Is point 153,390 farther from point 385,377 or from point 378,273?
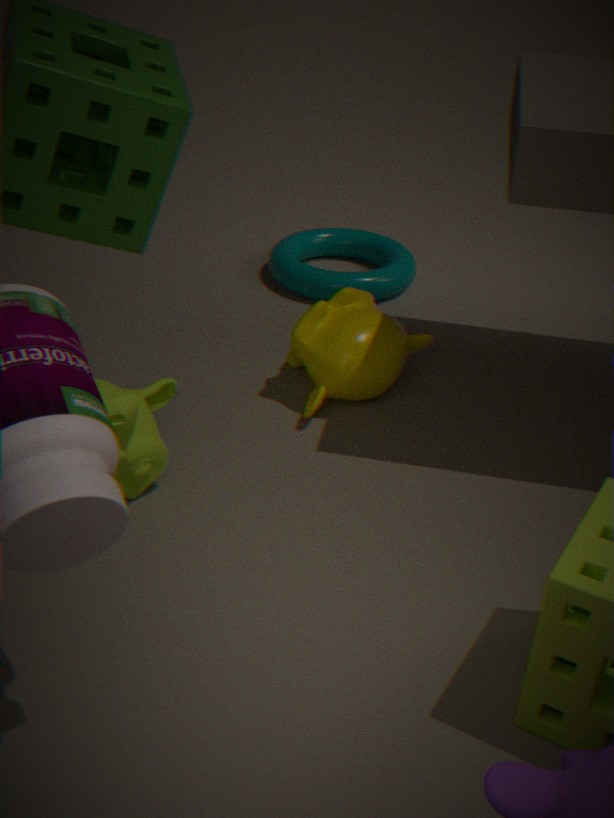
point 378,273
